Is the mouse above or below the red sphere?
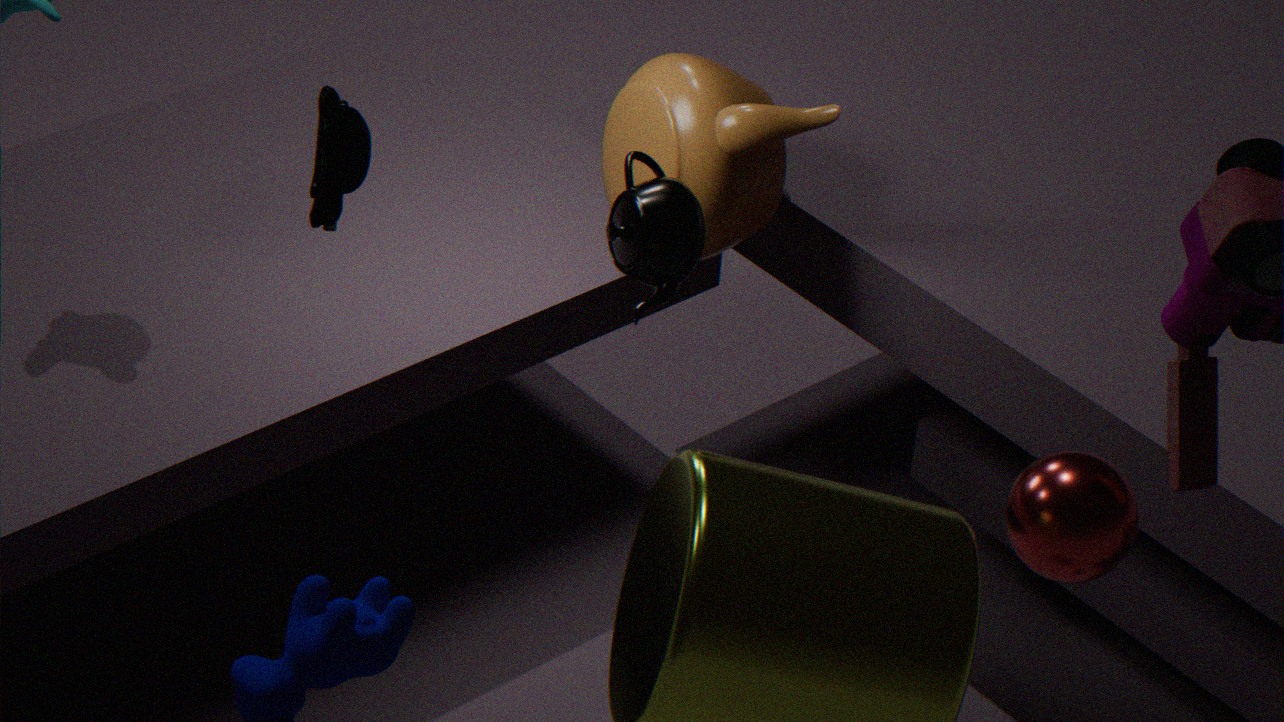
above
